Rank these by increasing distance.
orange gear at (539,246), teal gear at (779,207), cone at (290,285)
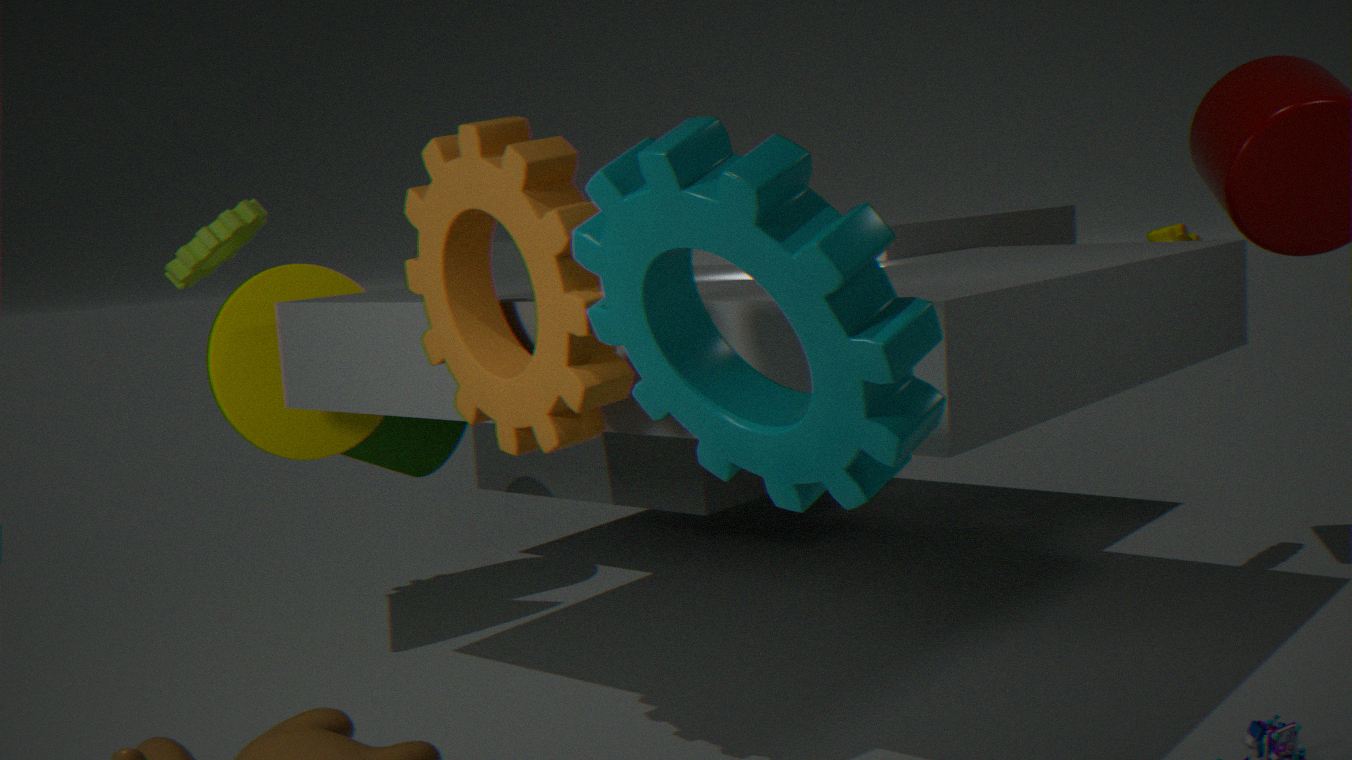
teal gear at (779,207) < orange gear at (539,246) < cone at (290,285)
